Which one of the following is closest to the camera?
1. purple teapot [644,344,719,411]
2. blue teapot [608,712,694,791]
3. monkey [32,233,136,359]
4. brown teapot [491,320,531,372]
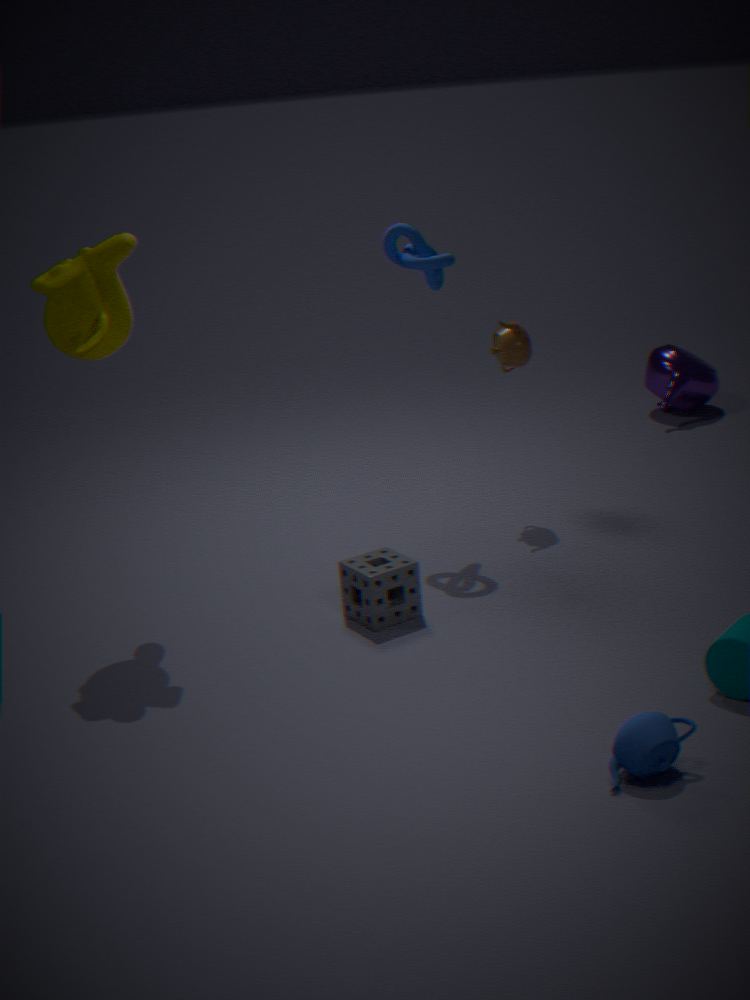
blue teapot [608,712,694,791]
